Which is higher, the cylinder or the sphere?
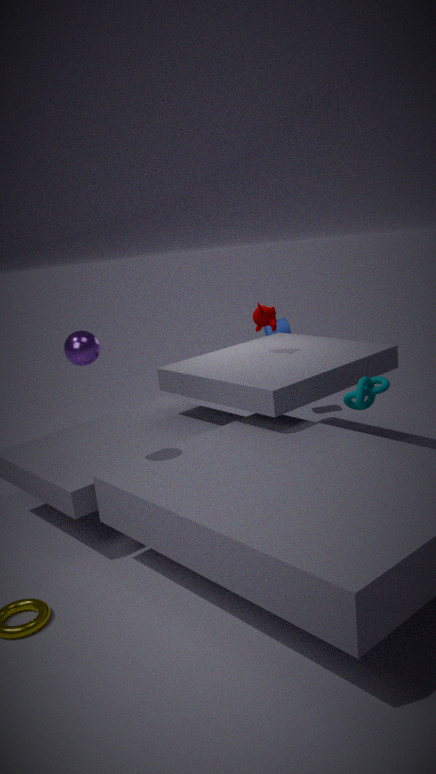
the sphere
